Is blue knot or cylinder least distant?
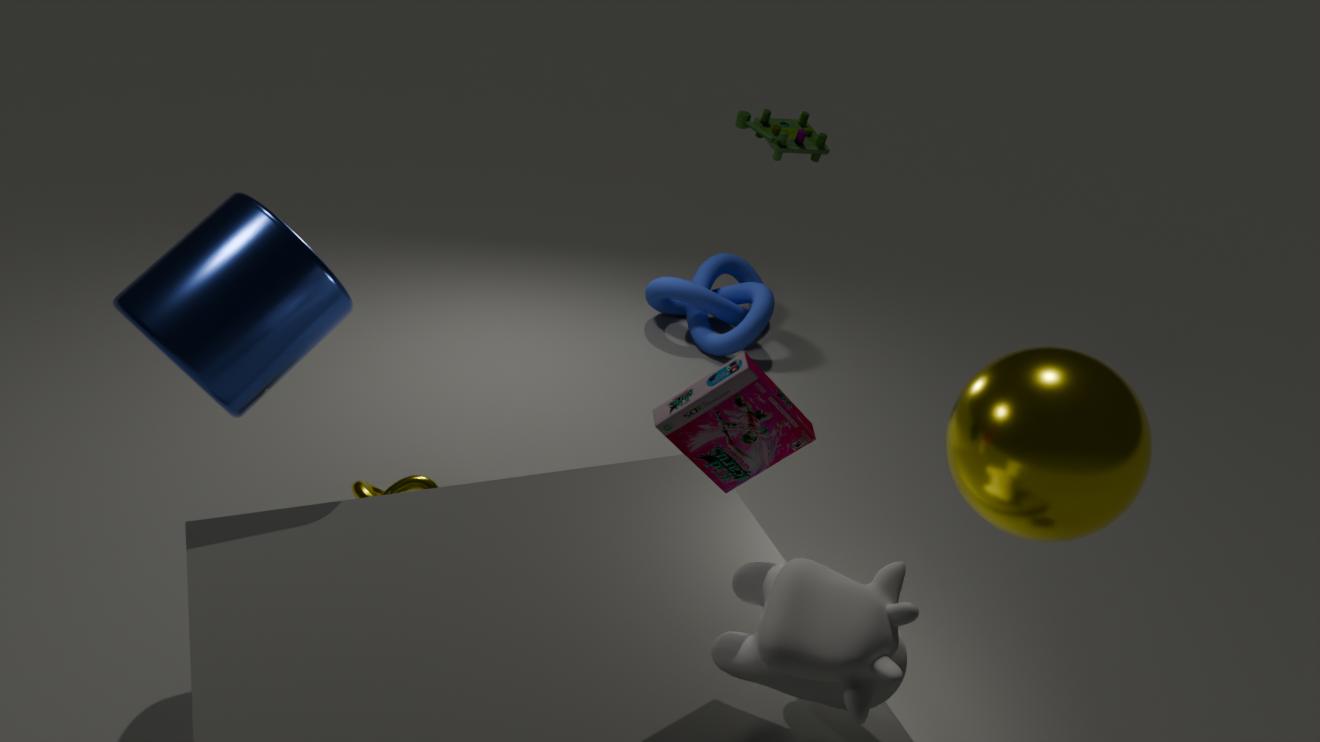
cylinder
